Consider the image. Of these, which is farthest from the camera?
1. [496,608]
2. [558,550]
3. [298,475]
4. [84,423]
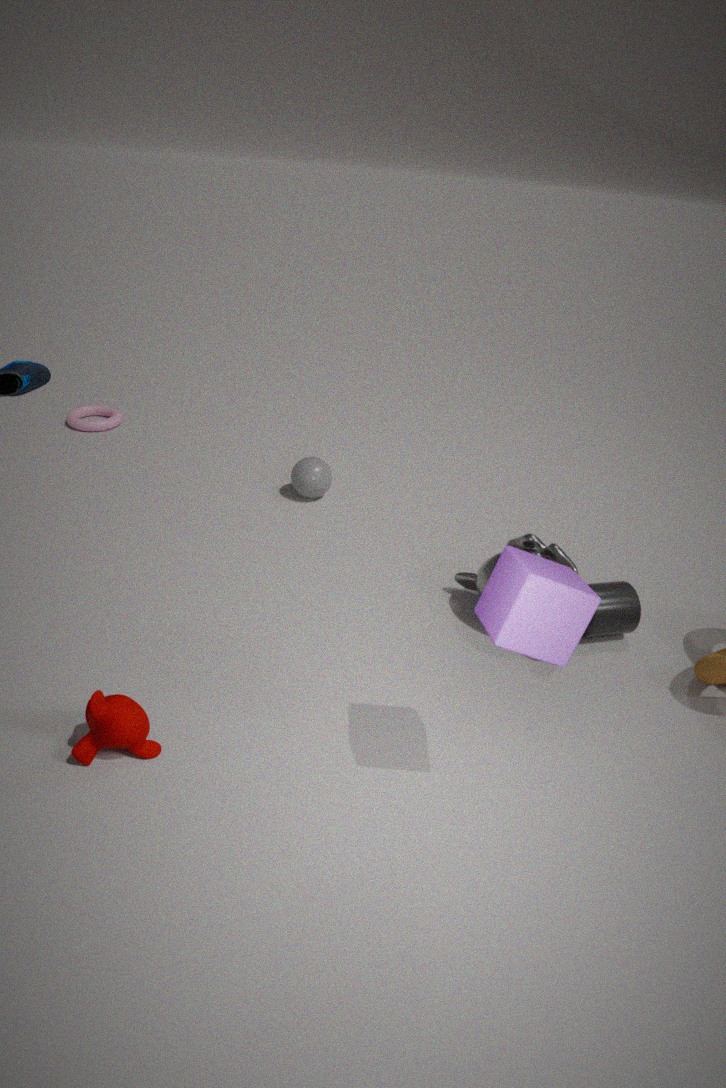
[84,423]
